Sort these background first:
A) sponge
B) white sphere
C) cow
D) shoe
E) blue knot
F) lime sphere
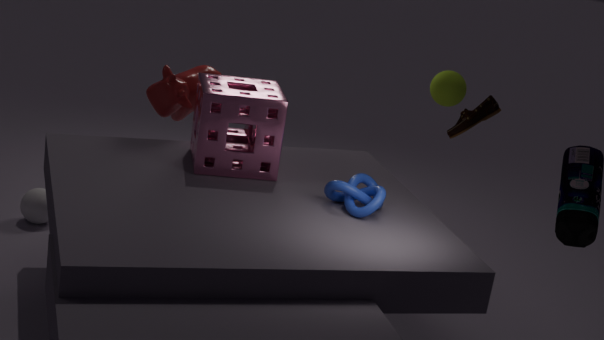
white sphere < lime sphere < cow < shoe < sponge < blue knot
